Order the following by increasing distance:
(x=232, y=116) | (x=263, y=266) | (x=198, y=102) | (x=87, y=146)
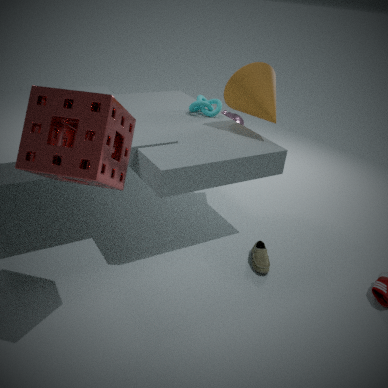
(x=87, y=146) < (x=263, y=266) < (x=198, y=102) < (x=232, y=116)
